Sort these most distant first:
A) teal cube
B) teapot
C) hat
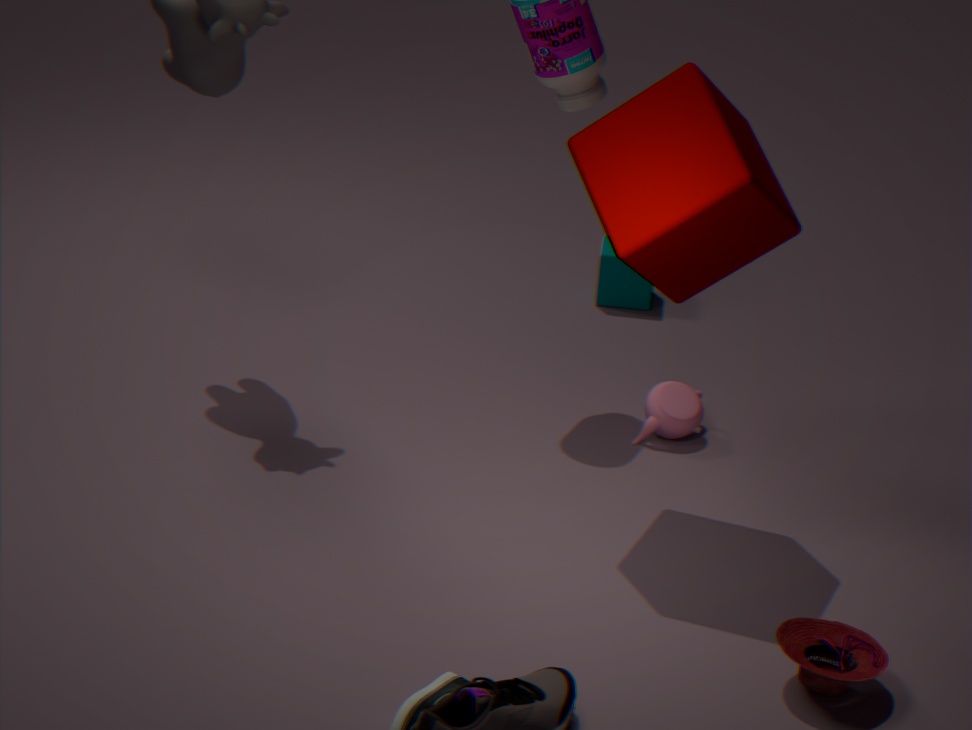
teal cube, teapot, hat
